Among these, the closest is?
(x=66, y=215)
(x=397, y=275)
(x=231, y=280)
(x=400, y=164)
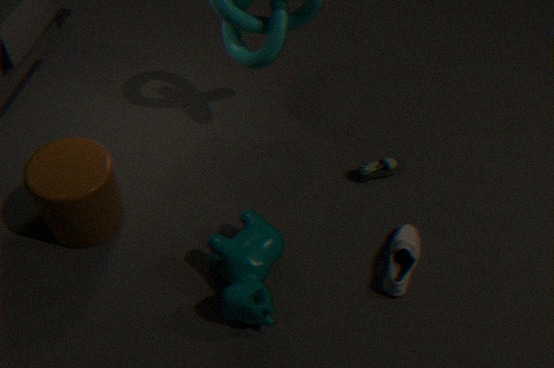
(x=231, y=280)
